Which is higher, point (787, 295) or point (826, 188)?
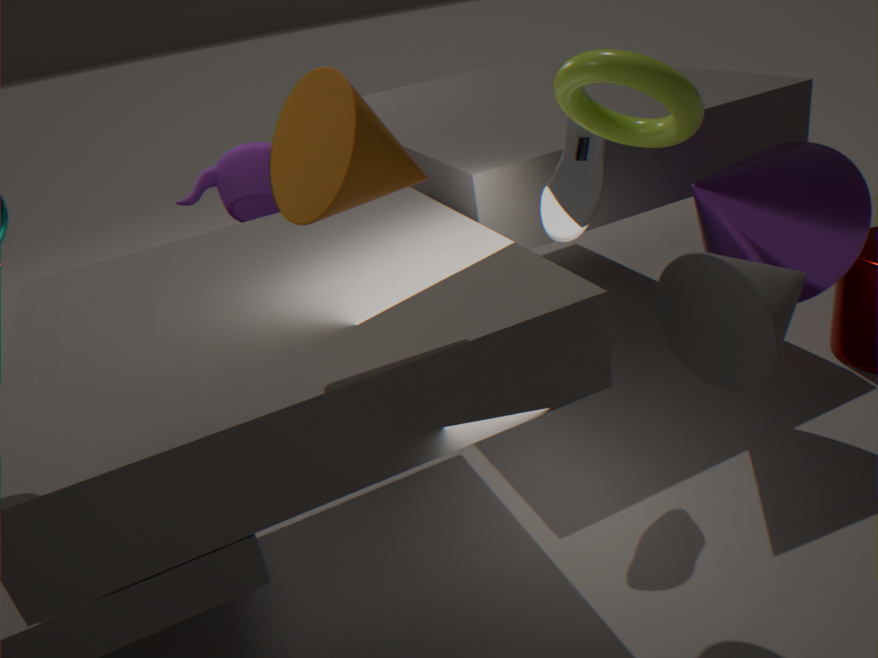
point (787, 295)
